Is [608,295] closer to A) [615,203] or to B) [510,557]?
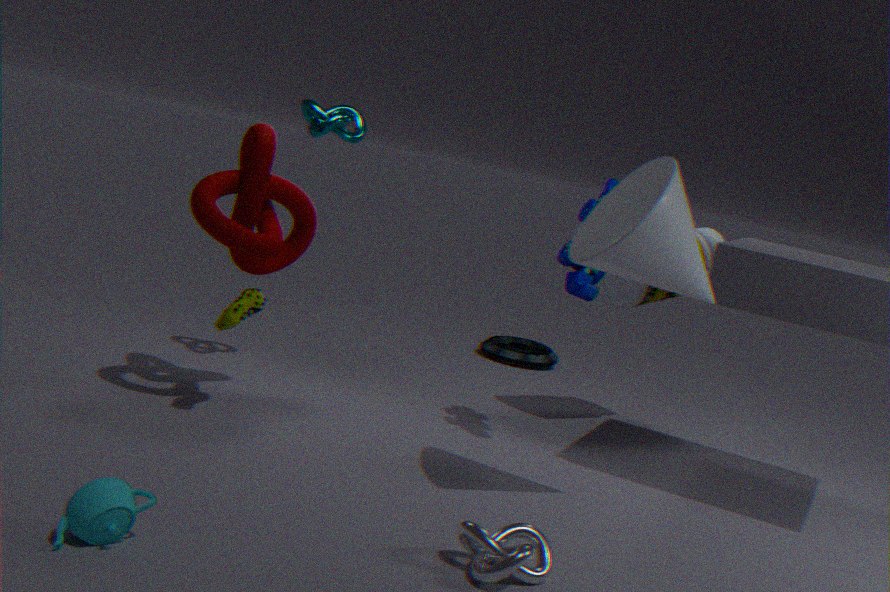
A) [615,203]
